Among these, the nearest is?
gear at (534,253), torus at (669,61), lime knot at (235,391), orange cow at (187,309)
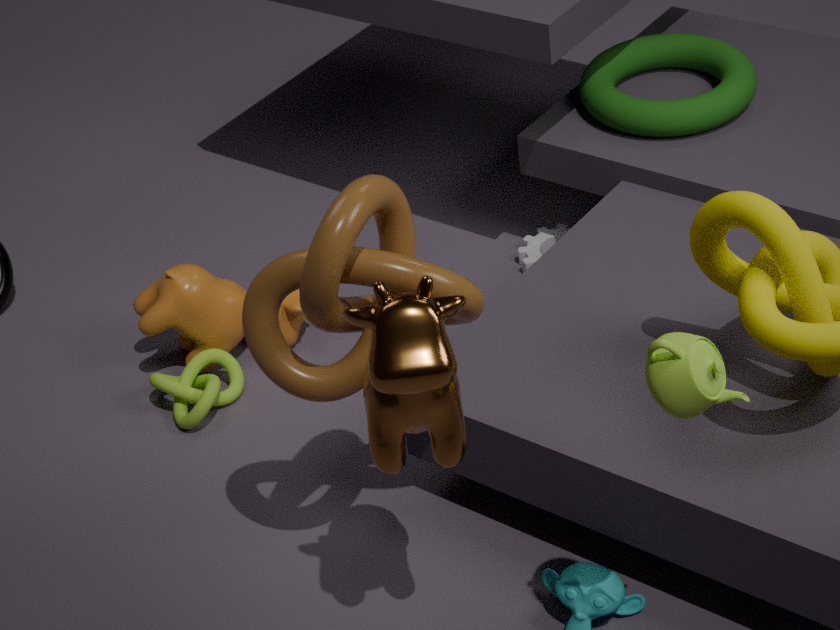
lime knot at (235,391)
